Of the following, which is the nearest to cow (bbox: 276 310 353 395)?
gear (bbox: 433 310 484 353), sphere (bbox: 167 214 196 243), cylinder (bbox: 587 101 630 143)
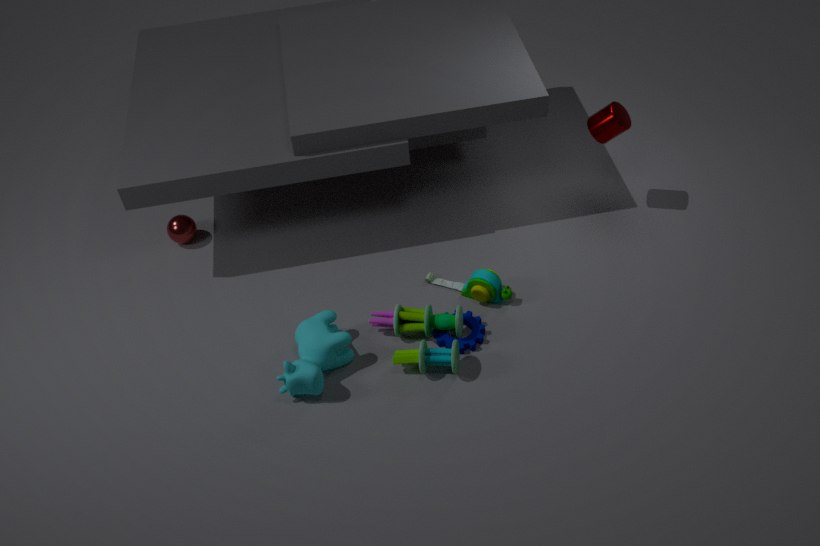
gear (bbox: 433 310 484 353)
